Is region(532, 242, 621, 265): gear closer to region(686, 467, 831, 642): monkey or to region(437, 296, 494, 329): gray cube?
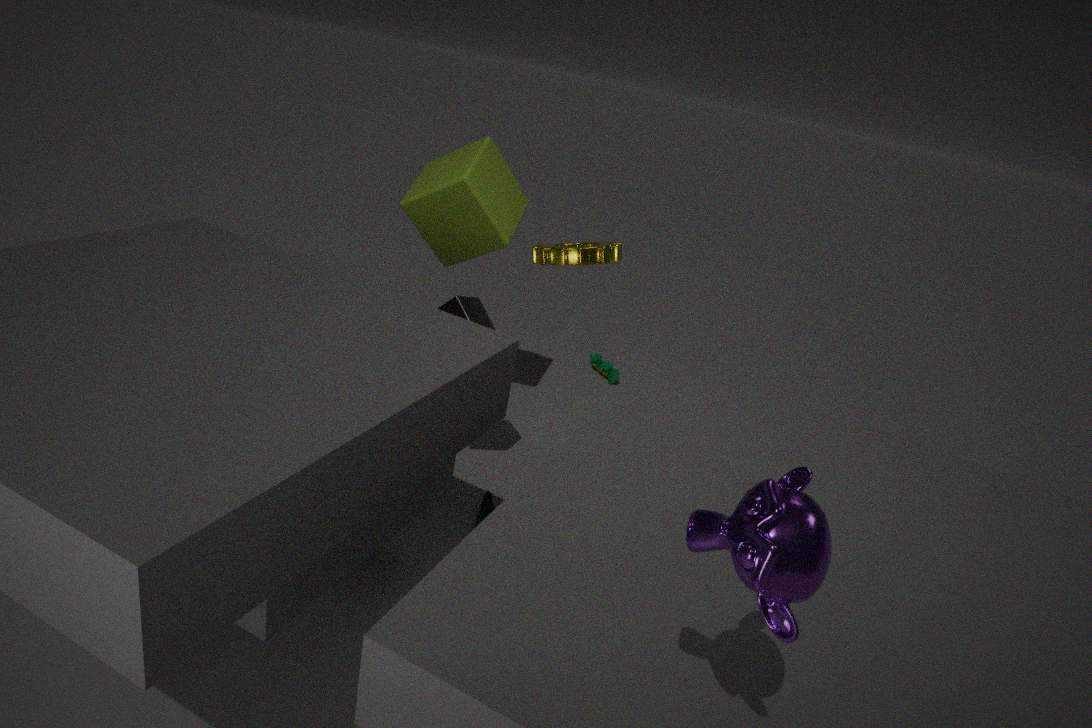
region(437, 296, 494, 329): gray cube
